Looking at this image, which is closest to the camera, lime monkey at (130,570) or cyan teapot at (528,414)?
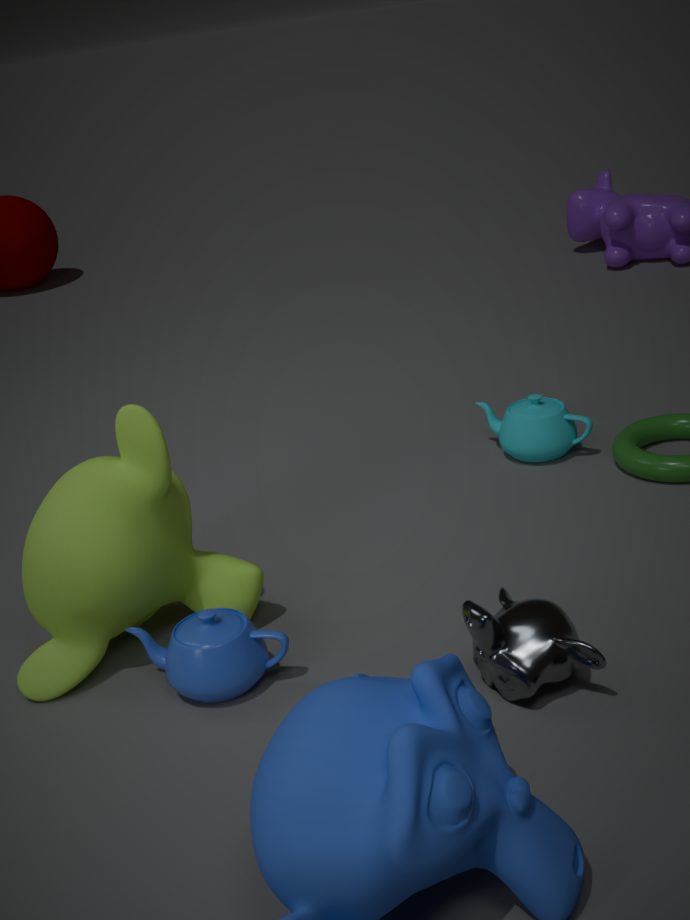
lime monkey at (130,570)
